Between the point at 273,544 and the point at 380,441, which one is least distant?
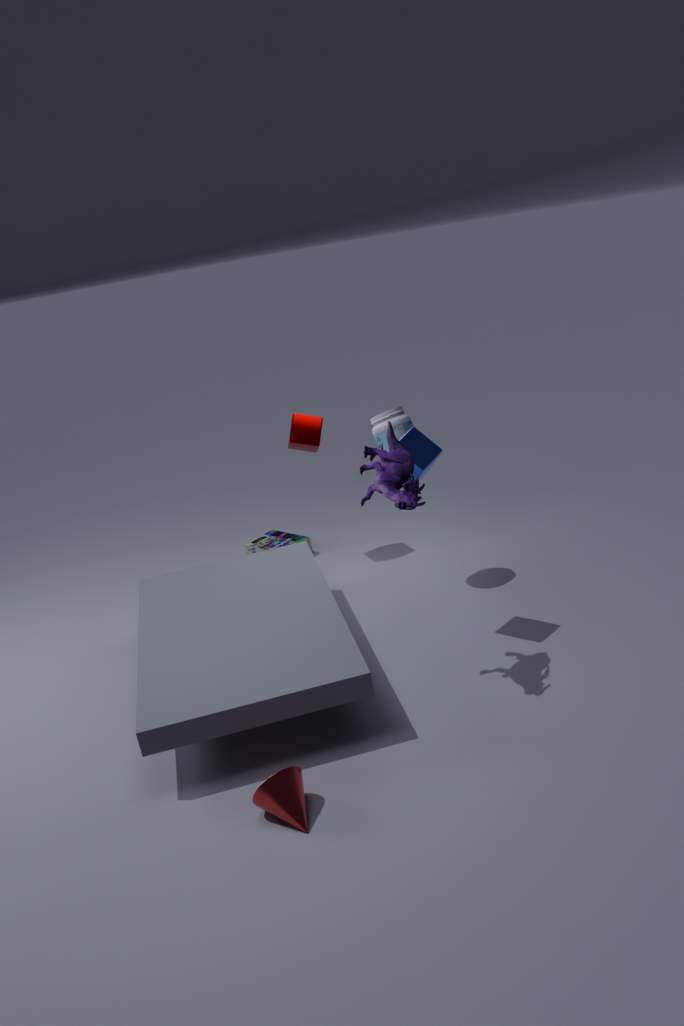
the point at 380,441
